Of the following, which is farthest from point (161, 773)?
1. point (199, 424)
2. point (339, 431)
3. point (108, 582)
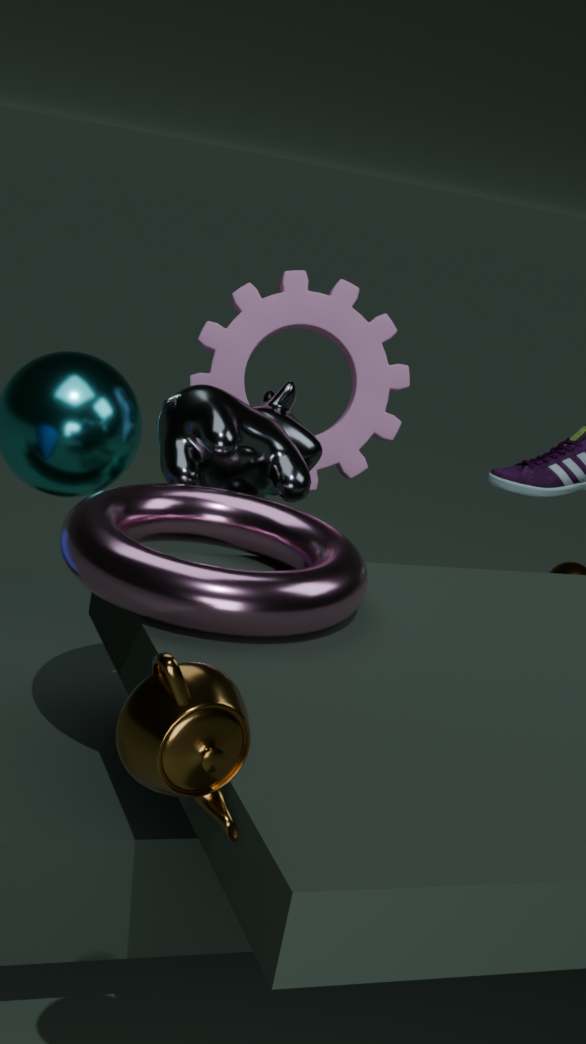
point (339, 431)
